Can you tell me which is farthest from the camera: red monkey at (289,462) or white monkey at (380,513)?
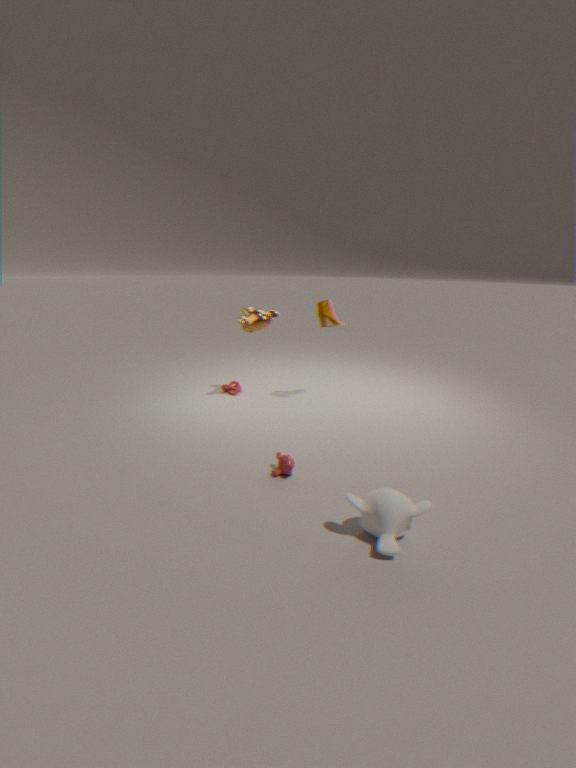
red monkey at (289,462)
